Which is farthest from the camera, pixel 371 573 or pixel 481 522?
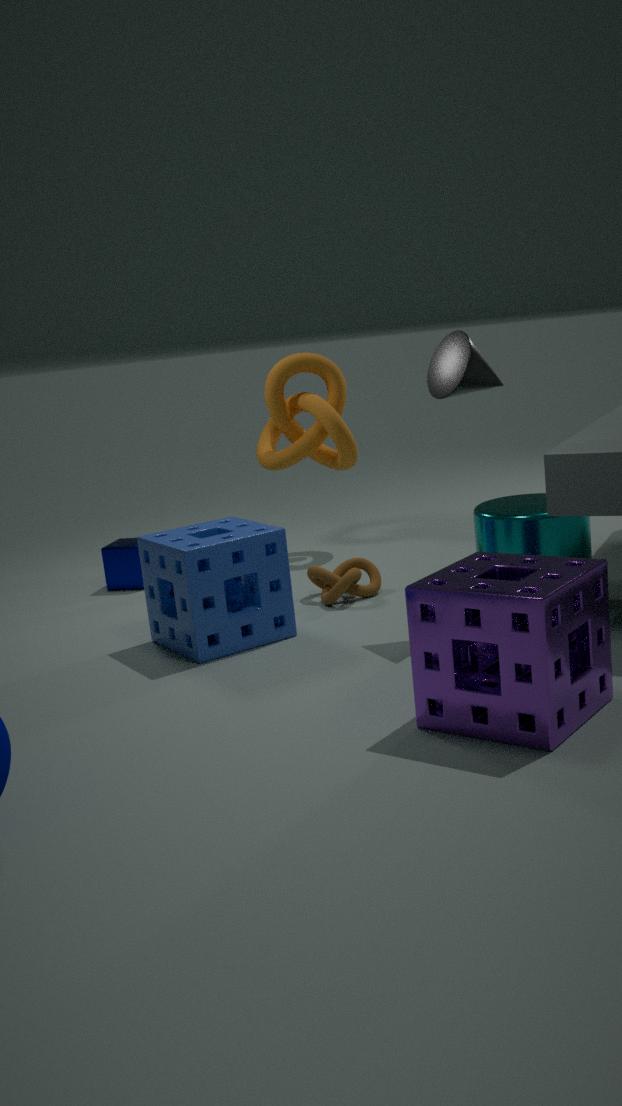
pixel 371 573
